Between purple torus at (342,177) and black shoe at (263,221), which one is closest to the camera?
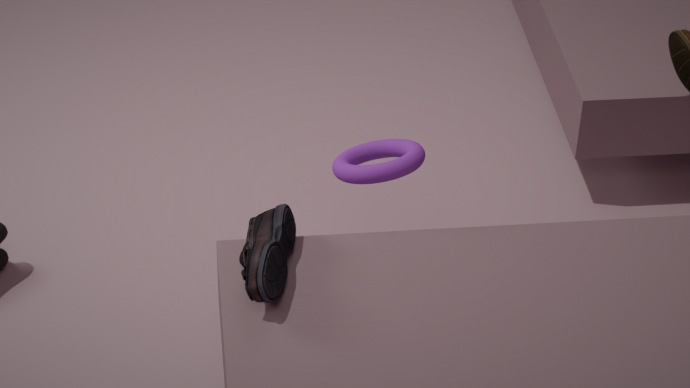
black shoe at (263,221)
